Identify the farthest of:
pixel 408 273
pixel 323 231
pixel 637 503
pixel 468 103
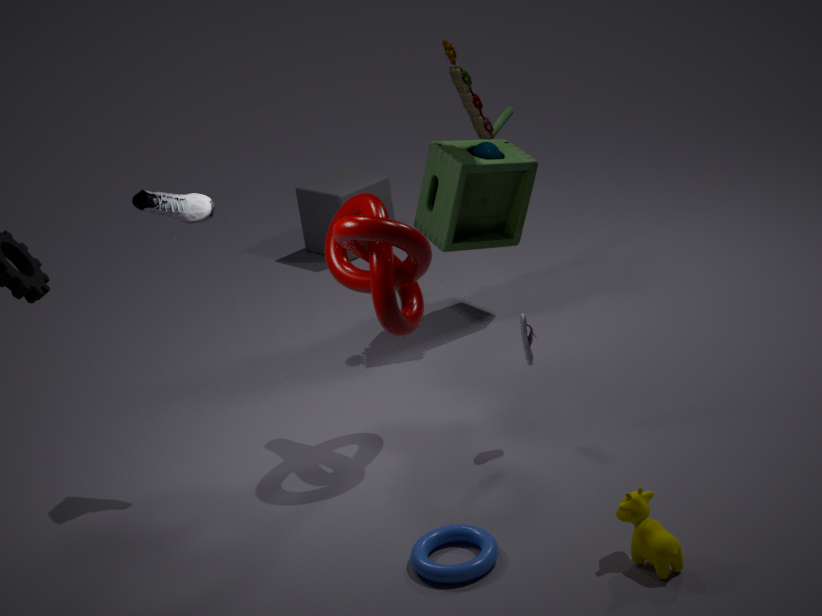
pixel 323 231
